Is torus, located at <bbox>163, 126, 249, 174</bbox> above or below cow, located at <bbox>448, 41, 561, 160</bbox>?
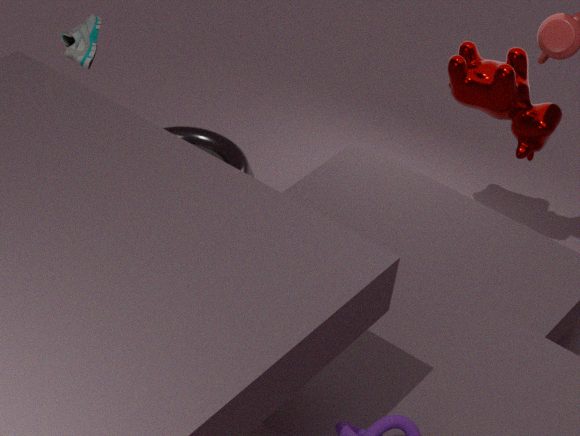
below
